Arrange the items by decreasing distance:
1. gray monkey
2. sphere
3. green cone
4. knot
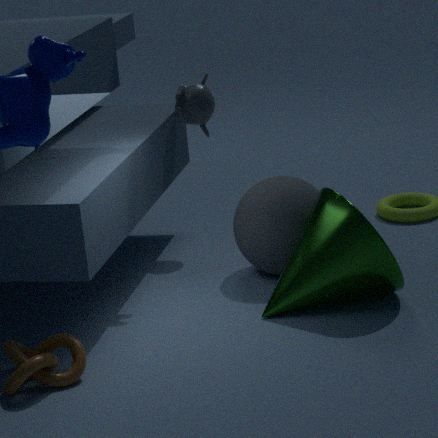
1. gray monkey
2. sphere
3. green cone
4. knot
